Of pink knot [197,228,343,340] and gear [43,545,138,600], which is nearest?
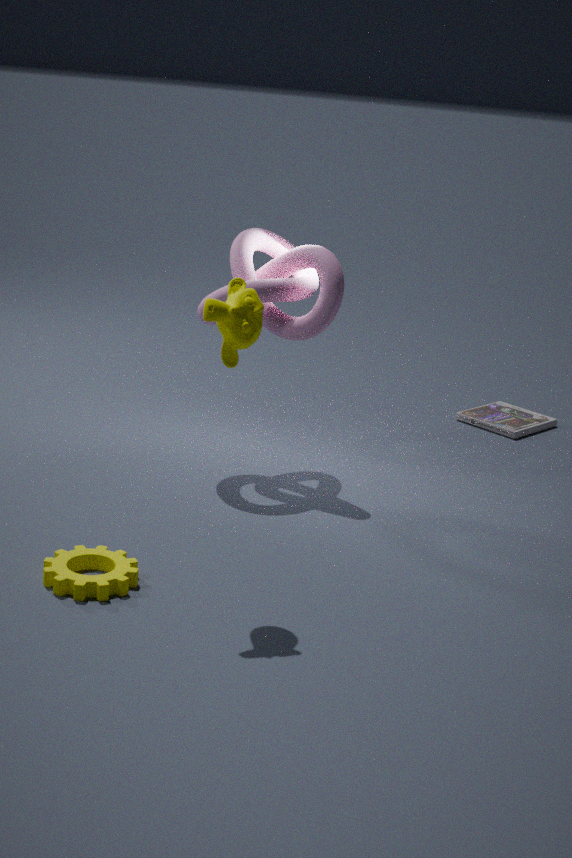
gear [43,545,138,600]
